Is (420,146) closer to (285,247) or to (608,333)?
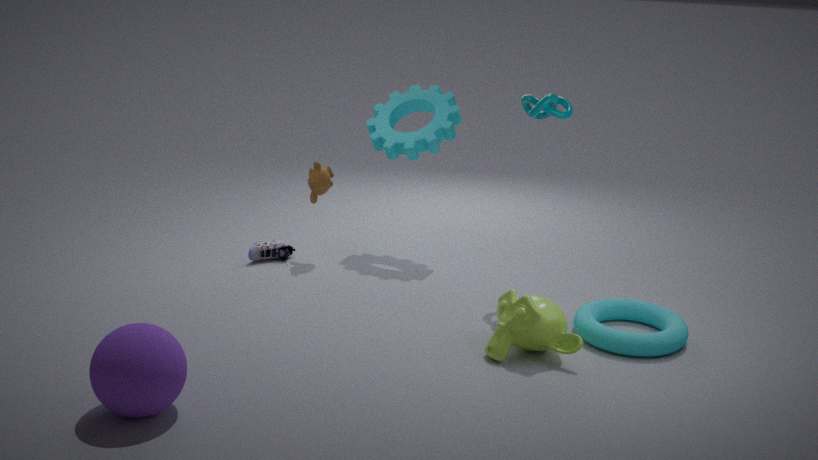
(285,247)
